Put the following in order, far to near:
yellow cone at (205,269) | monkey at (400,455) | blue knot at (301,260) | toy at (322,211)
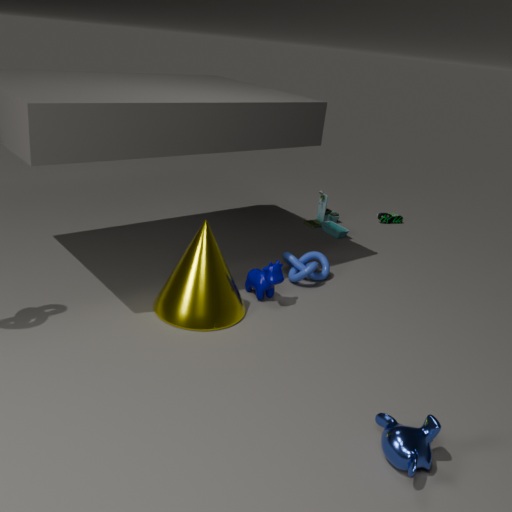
1. toy at (322,211)
2. blue knot at (301,260)
3. yellow cone at (205,269)
4. monkey at (400,455)
